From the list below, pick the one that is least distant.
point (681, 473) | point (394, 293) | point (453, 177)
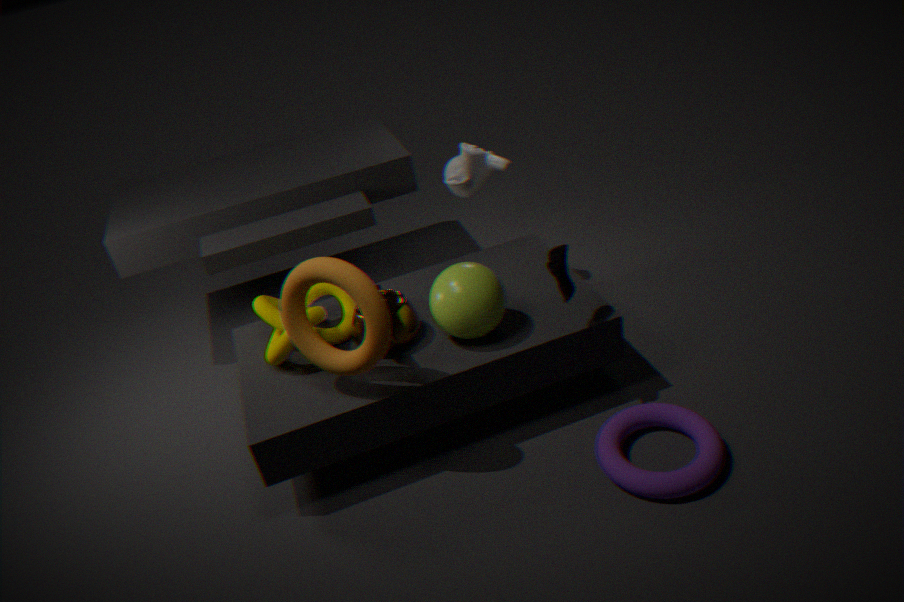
point (681, 473)
